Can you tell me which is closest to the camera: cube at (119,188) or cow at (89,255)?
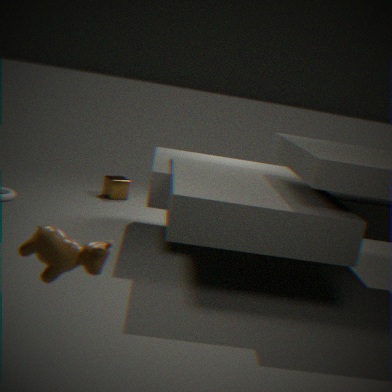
cow at (89,255)
